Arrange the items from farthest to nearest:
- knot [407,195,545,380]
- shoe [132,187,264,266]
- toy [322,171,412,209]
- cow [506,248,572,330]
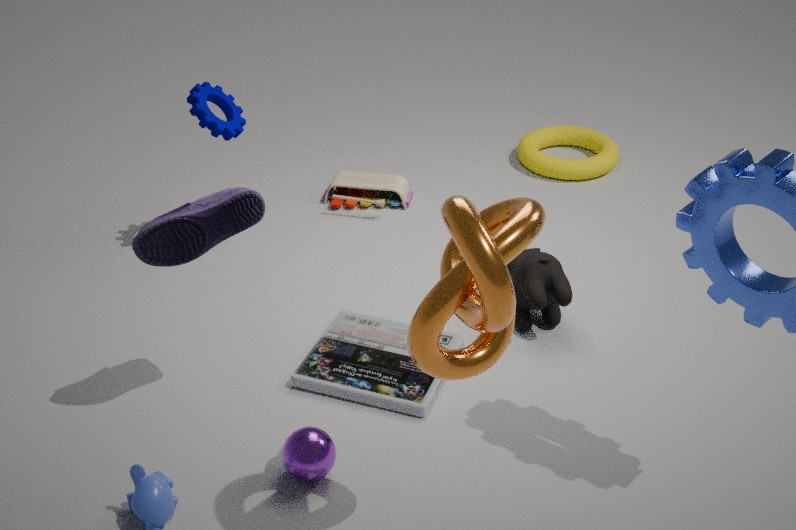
toy [322,171,412,209], cow [506,248,572,330], shoe [132,187,264,266], knot [407,195,545,380]
